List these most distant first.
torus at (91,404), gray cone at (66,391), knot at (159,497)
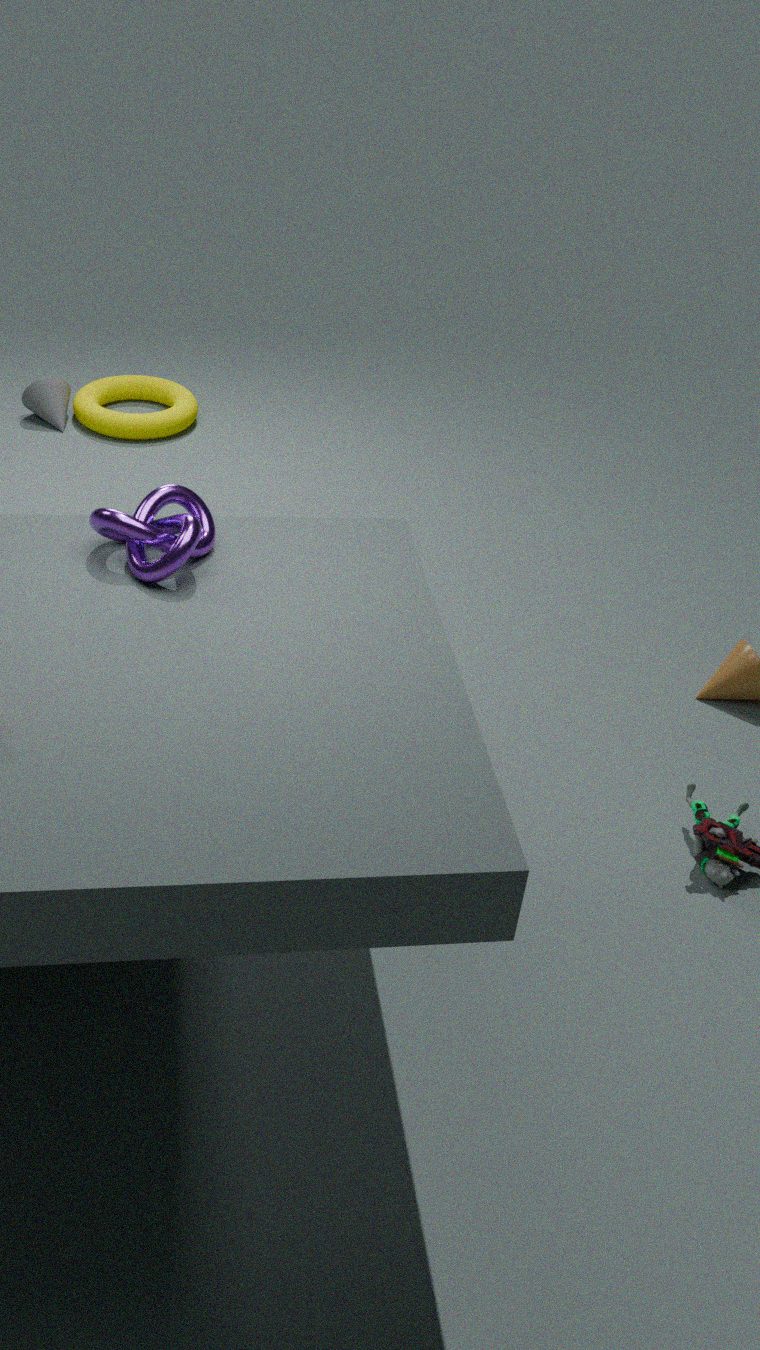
gray cone at (66,391) < torus at (91,404) < knot at (159,497)
